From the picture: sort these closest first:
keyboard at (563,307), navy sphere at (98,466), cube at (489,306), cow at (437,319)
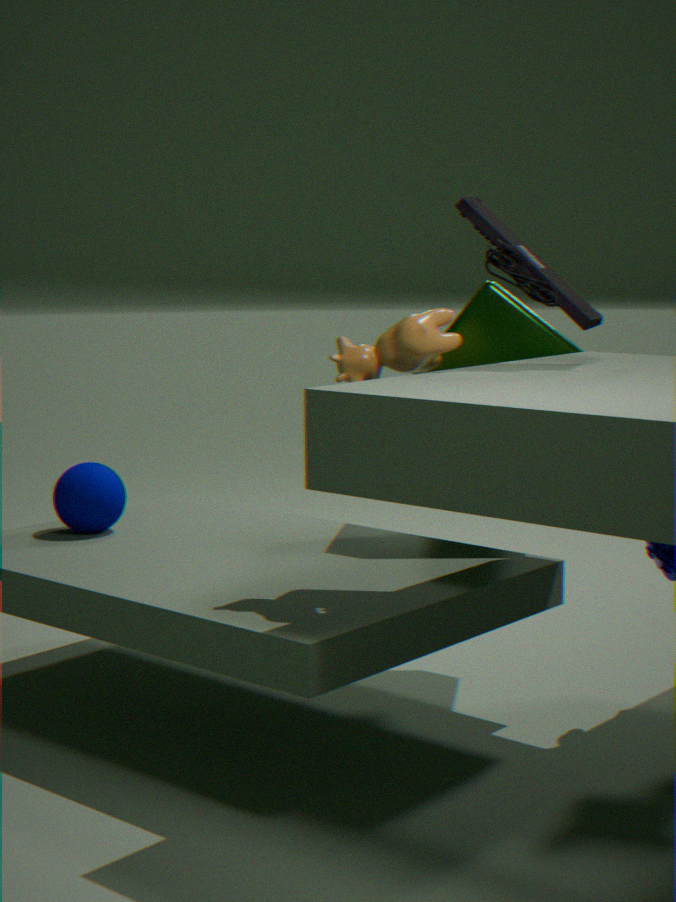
cow at (437,319) < keyboard at (563,307) < cube at (489,306) < navy sphere at (98,466)
